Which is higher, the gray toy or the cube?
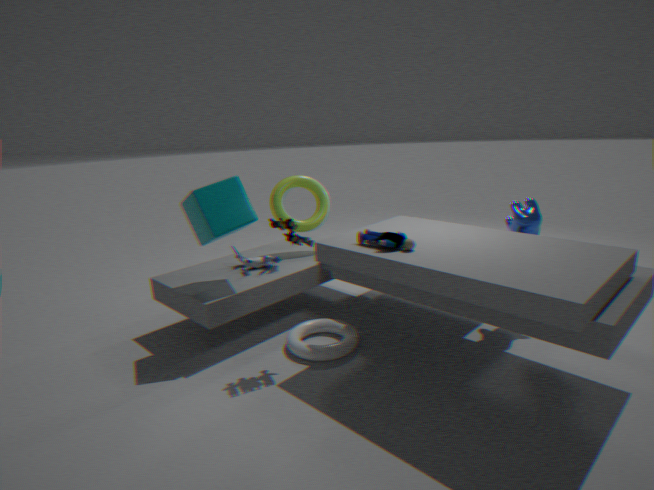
the cube
